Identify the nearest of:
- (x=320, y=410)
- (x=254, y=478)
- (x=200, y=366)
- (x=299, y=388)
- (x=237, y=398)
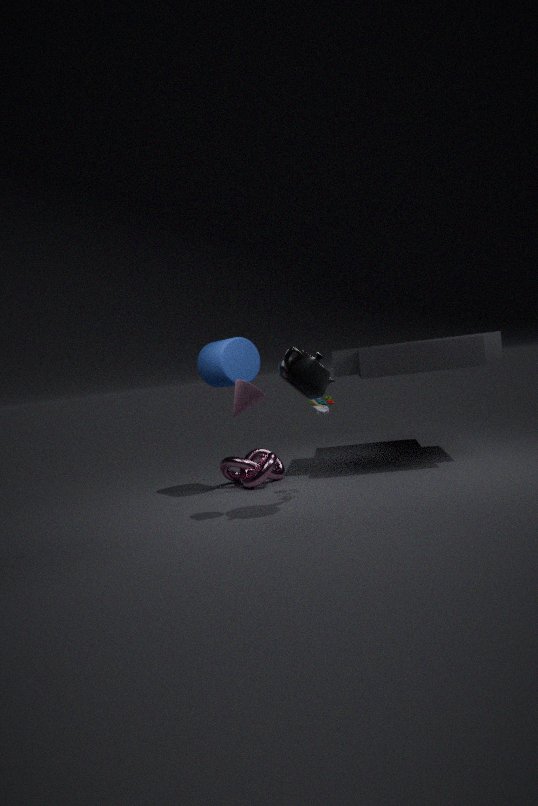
(x=299, y=388)
